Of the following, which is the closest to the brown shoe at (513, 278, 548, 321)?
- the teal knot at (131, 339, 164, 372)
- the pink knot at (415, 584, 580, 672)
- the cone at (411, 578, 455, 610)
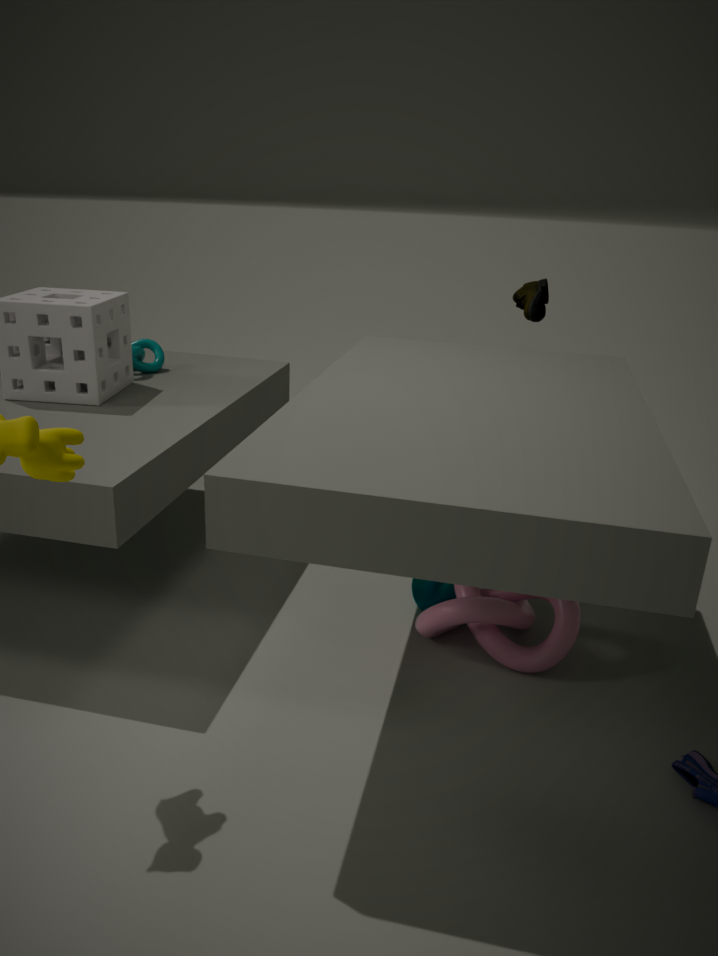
the pink knot at (415, 584, 580, 672)
